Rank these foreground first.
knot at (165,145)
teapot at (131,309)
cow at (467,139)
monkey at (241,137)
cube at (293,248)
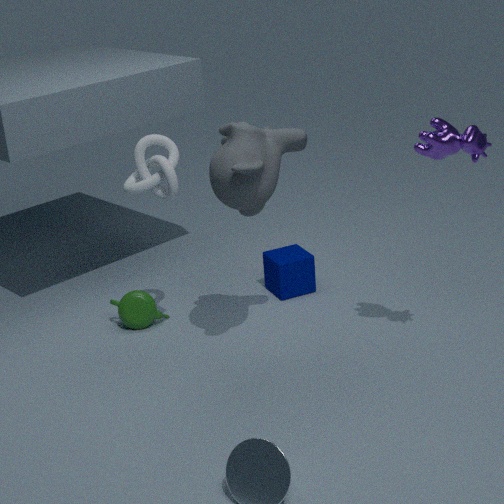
1. cow at (467,139)
2. monkey at (241,137)
3. knot at (165,145)
4. teapot at (131,309)
5. cube at (293,248)
